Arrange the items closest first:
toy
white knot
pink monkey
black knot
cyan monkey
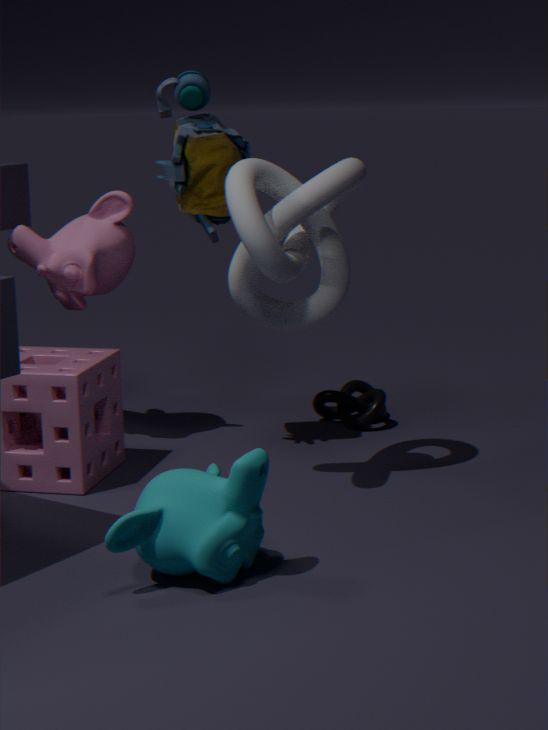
cyan monkey
white knot
toy
pink monkey
black knot
